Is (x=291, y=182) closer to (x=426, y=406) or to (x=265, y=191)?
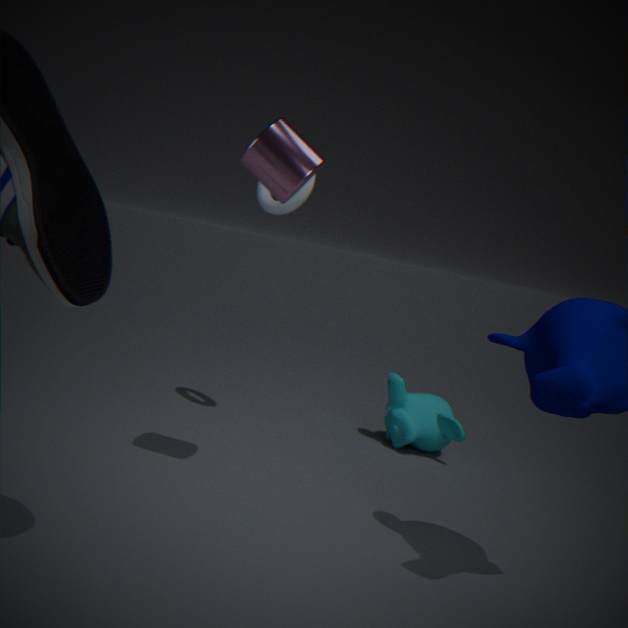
(x=265, y=191)
